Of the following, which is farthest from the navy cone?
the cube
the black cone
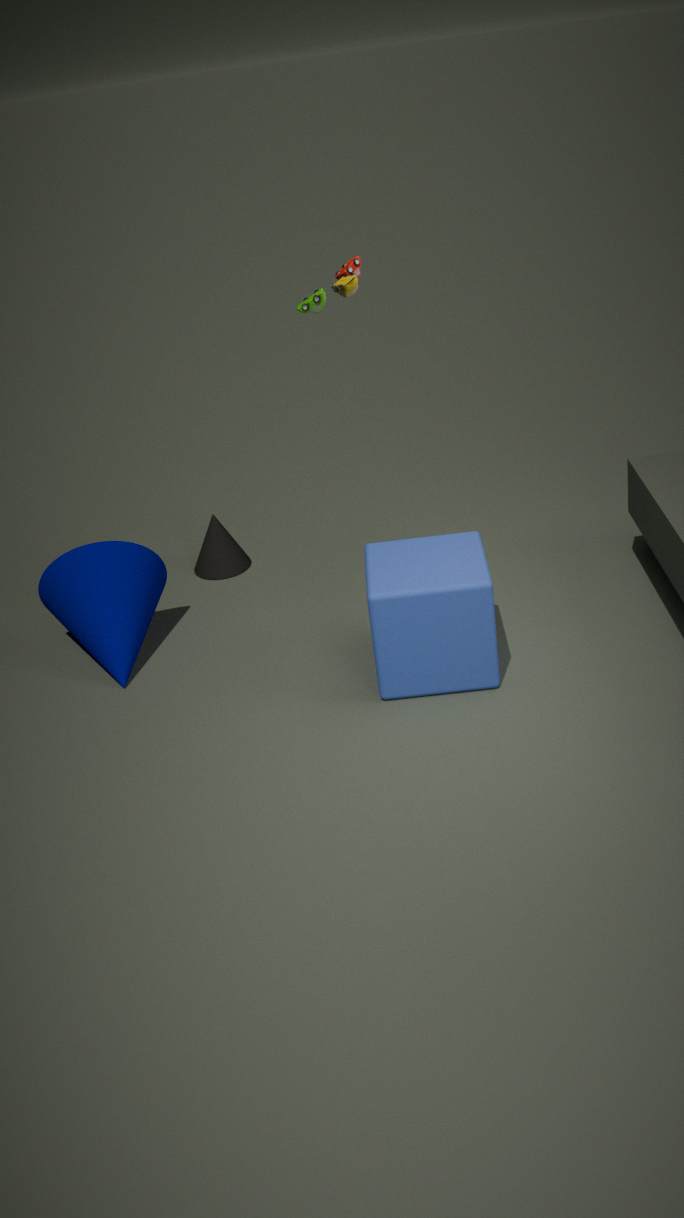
the cube
